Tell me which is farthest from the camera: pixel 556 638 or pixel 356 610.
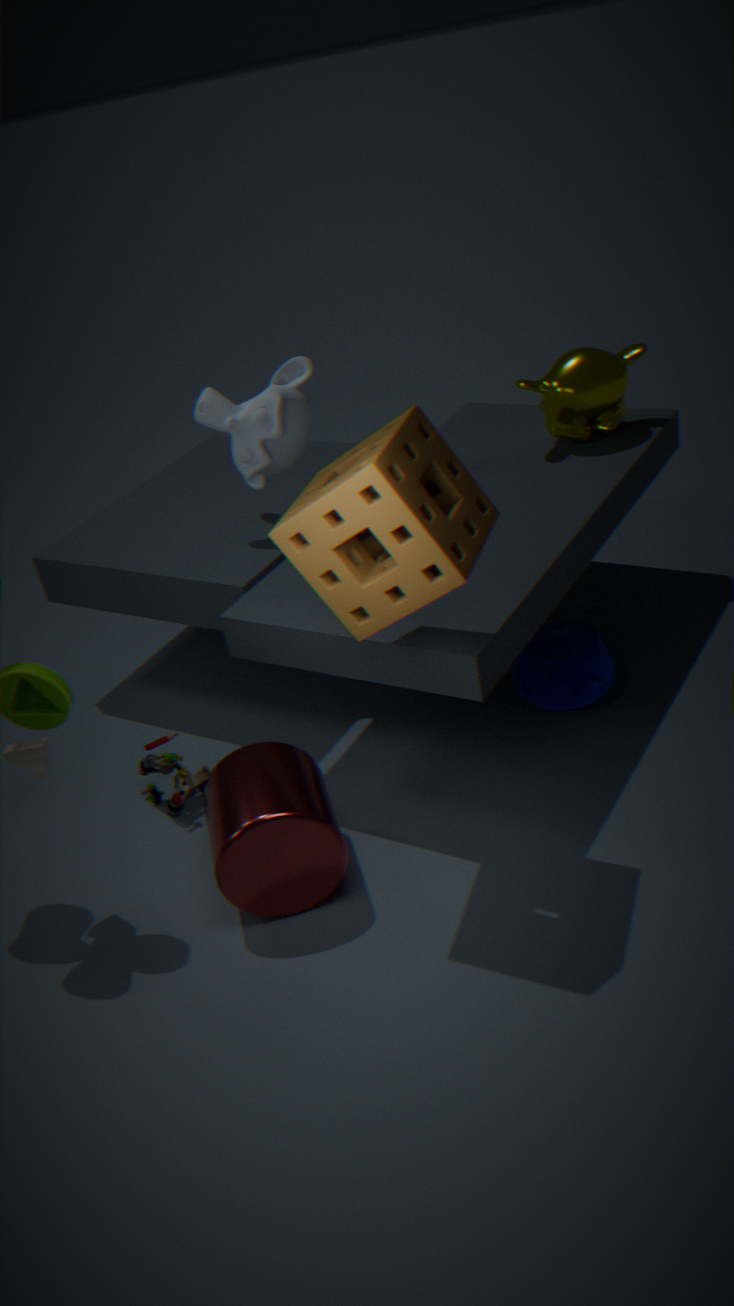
pixel 556 638
